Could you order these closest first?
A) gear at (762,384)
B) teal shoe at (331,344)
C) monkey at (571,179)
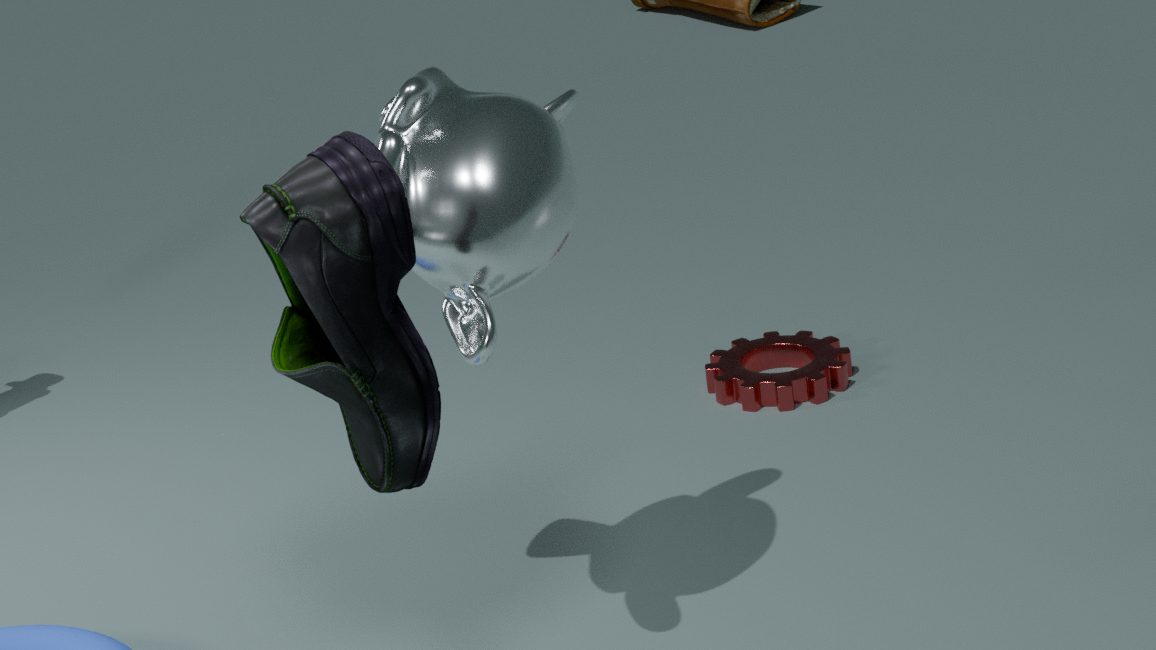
teal shoe at (331,344) < monkey at (571,179) < gear at (762,384)
